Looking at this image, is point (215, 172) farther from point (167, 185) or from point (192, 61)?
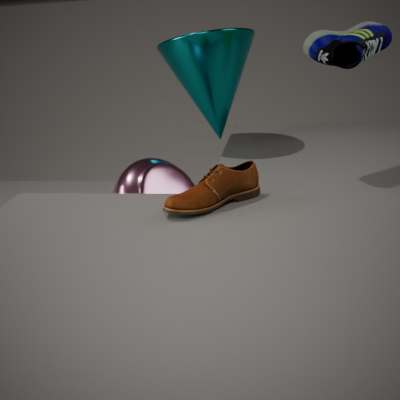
point (192, 61)
